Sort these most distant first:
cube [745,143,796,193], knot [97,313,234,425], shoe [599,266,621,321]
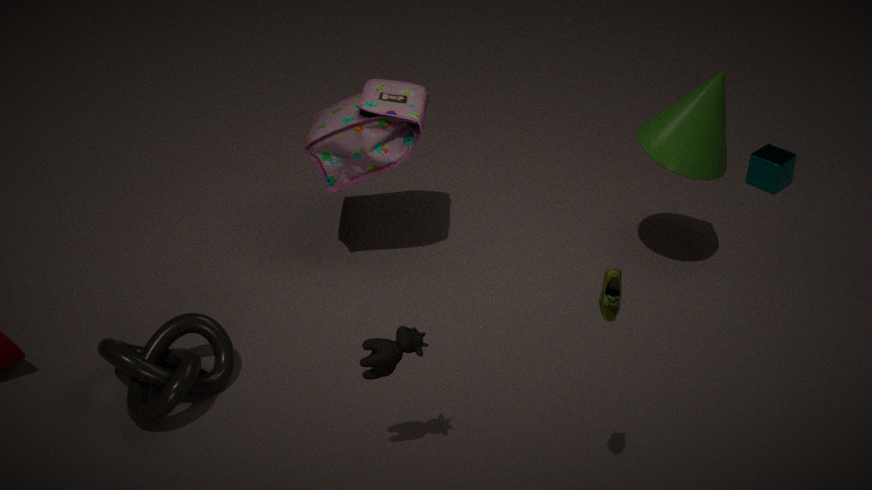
1. cube [745,143,796,193]
2. knot [97,313,234,425]
3. shoe [599,266,621,321]
